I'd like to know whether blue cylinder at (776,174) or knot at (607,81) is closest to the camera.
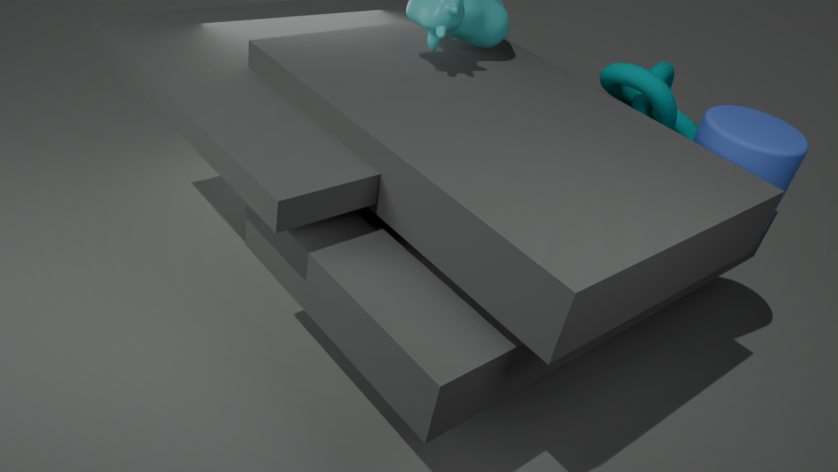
blue cylinder at (776,174)
